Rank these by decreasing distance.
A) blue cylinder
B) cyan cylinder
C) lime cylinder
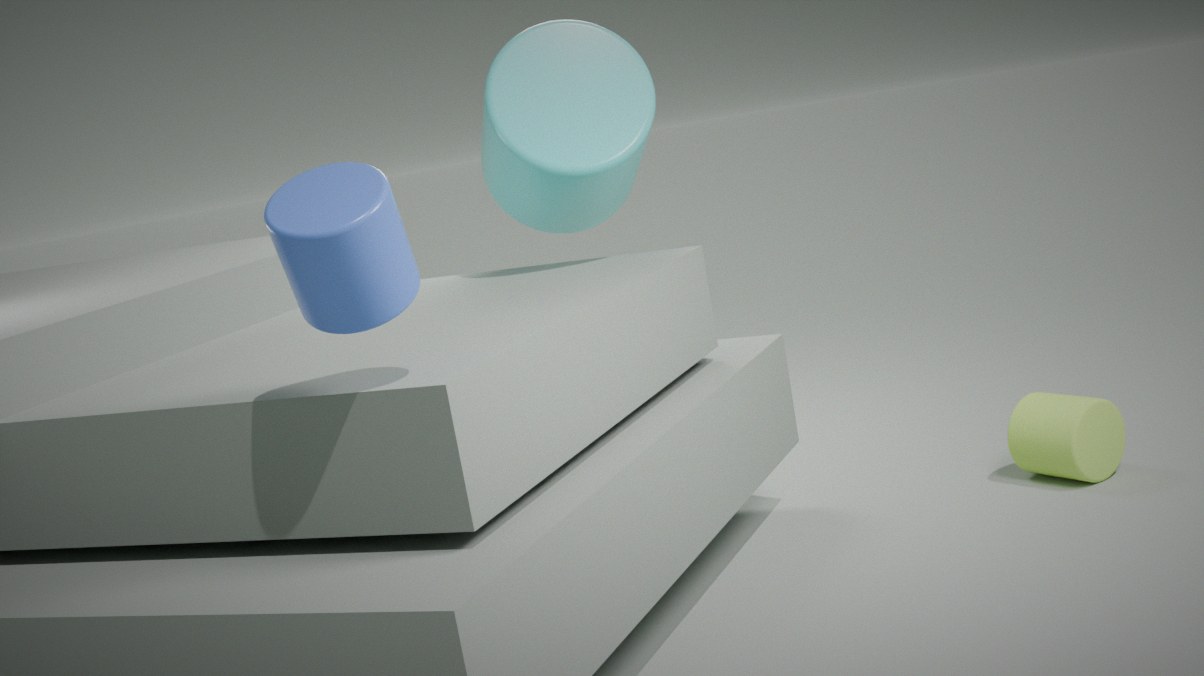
lime cylinder < cyan cylinder < blue cylinder
